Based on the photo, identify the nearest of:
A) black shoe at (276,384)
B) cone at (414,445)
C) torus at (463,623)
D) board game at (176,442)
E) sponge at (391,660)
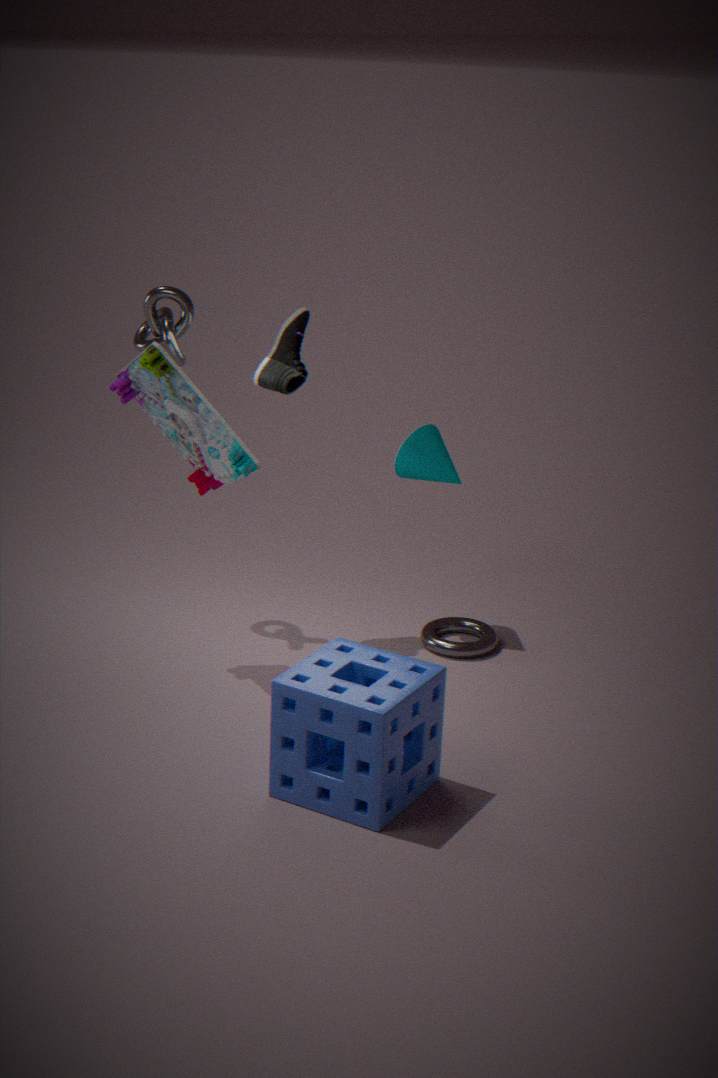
sponge at (391,660)
